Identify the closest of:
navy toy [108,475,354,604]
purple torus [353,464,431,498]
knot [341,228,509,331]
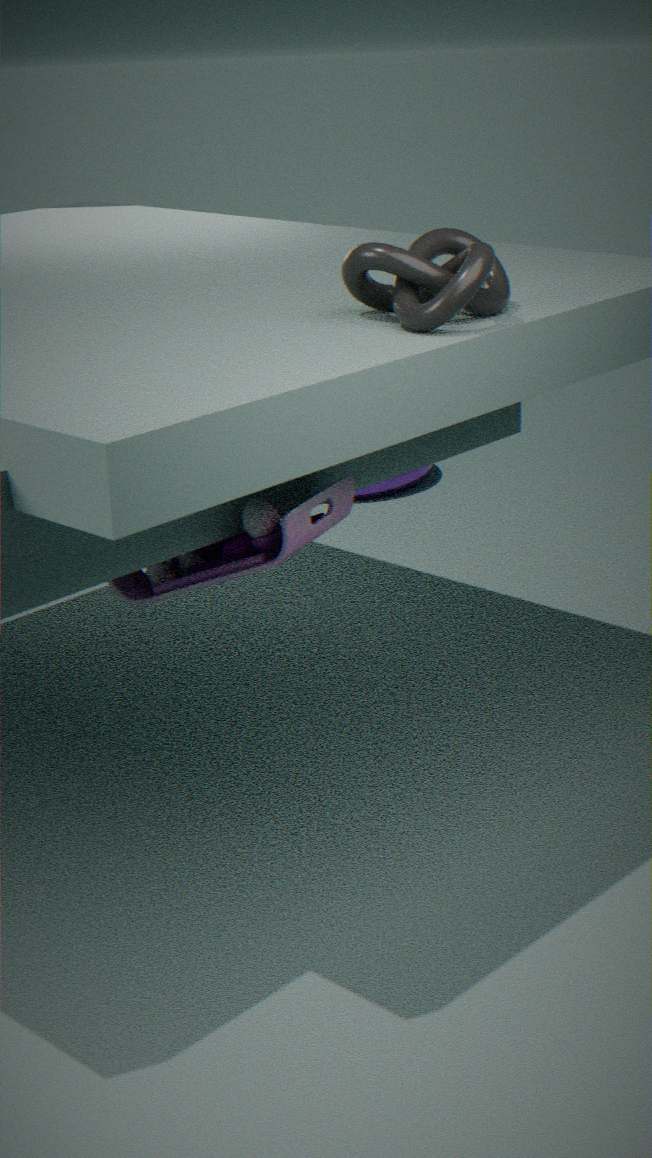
navy toy [108,475,354,604]
